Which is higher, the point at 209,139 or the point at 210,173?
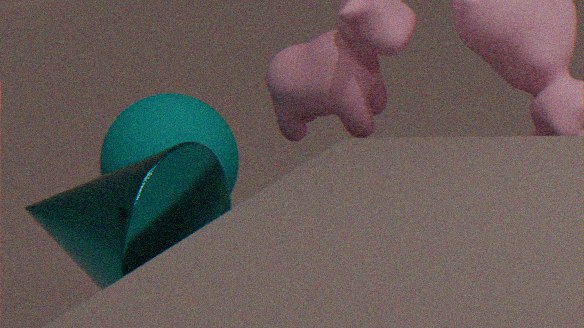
the point at 209,139
